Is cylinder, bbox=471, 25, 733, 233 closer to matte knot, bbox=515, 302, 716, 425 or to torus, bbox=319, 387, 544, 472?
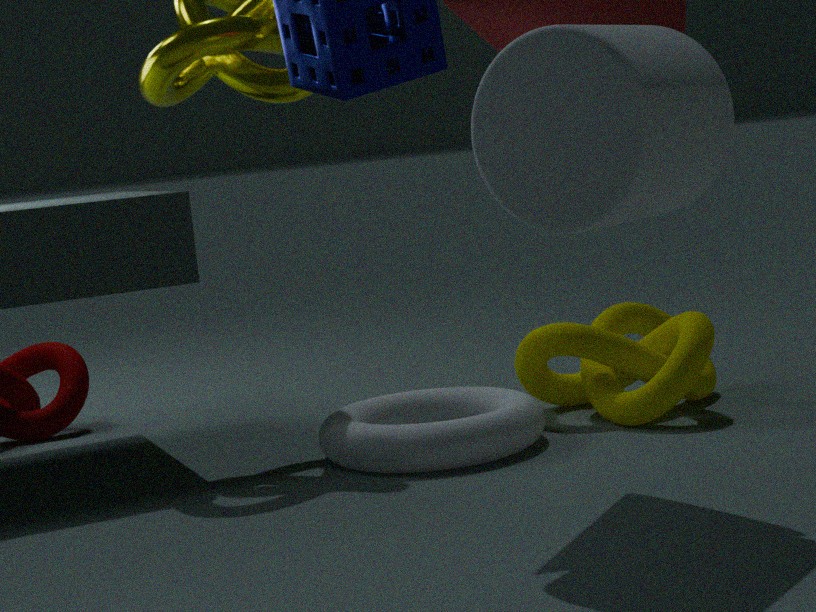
torus, bbox=319, 387, 544, 472
